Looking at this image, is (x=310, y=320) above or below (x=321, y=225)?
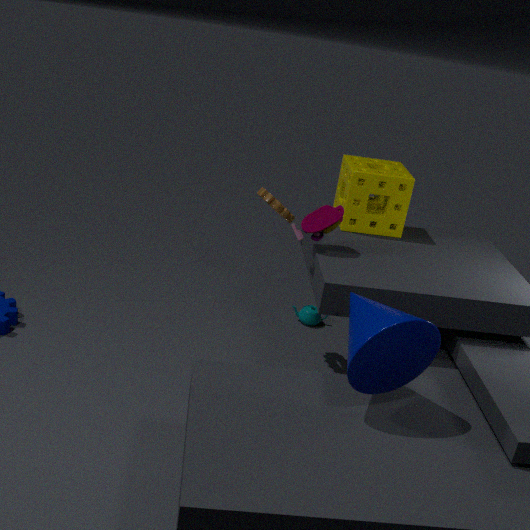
below
